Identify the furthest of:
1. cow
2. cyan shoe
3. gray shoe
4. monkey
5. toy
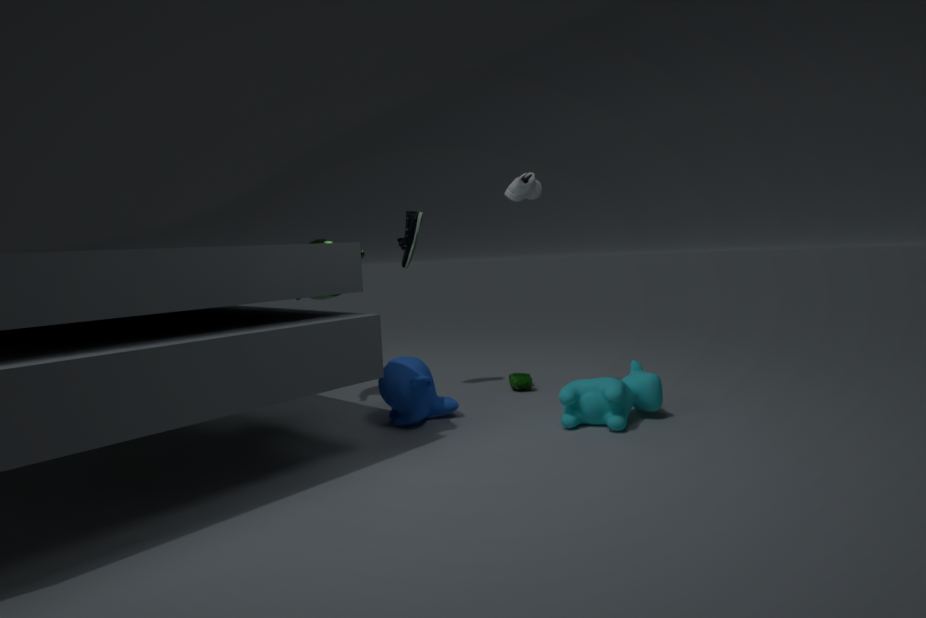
toy
